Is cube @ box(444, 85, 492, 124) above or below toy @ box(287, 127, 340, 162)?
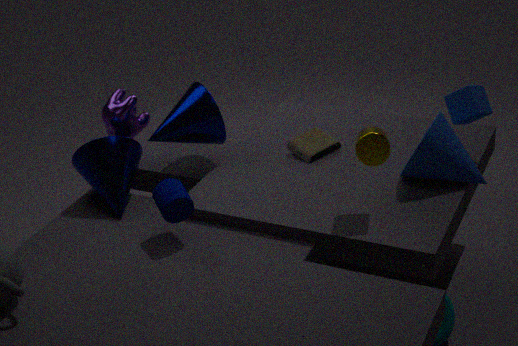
above
